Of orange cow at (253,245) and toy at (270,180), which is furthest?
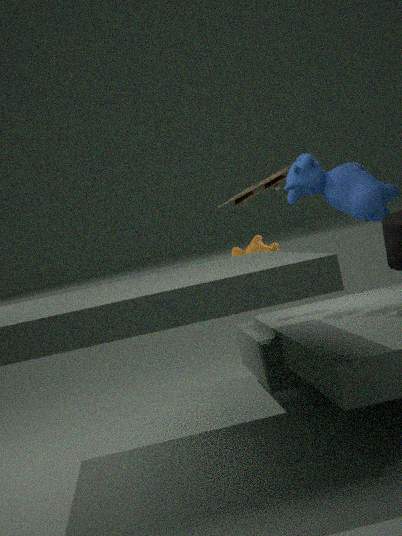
orange cow at (253,245)
